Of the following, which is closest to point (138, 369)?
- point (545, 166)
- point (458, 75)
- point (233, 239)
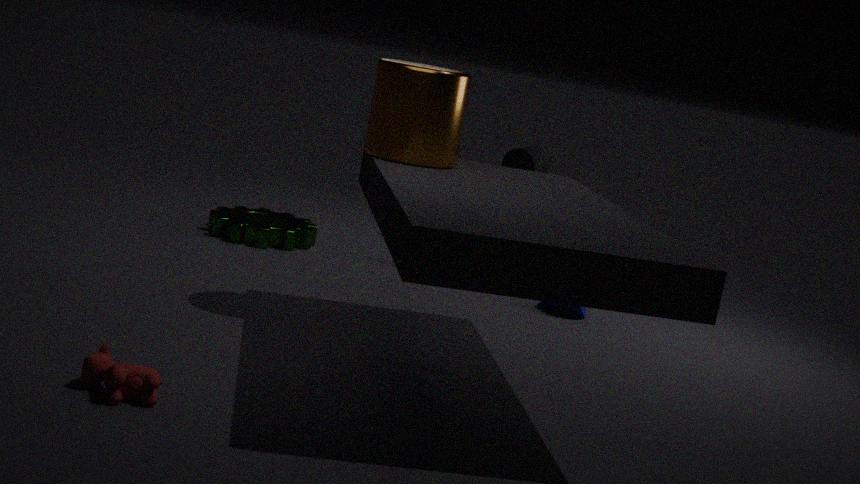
point (458, 75)
